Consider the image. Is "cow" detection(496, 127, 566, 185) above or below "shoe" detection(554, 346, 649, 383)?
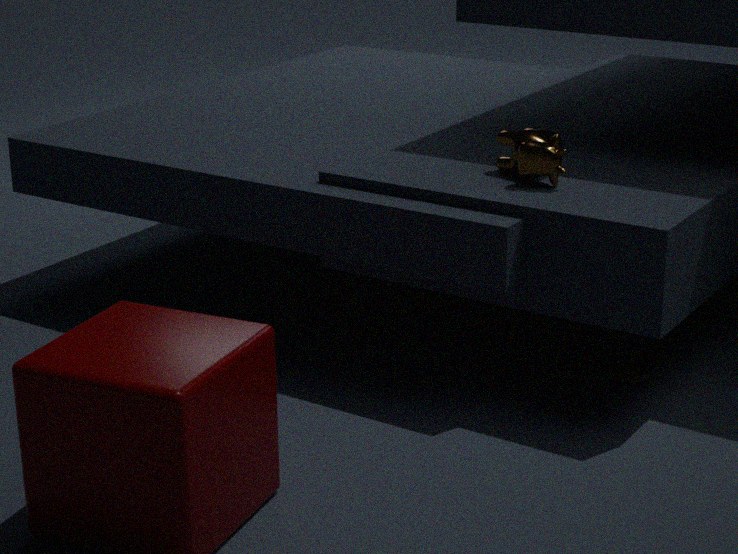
above
